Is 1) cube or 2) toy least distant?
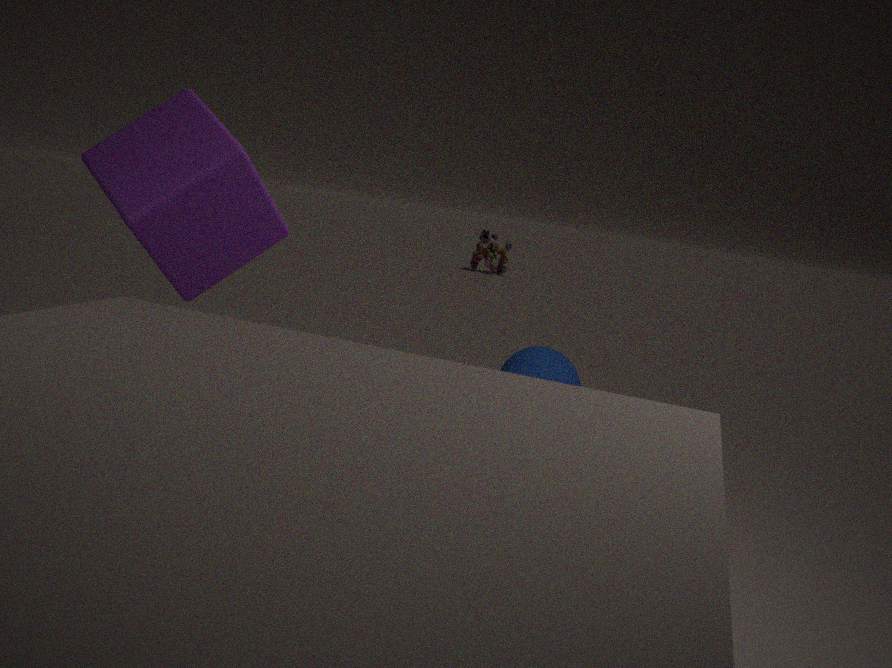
1. cube
